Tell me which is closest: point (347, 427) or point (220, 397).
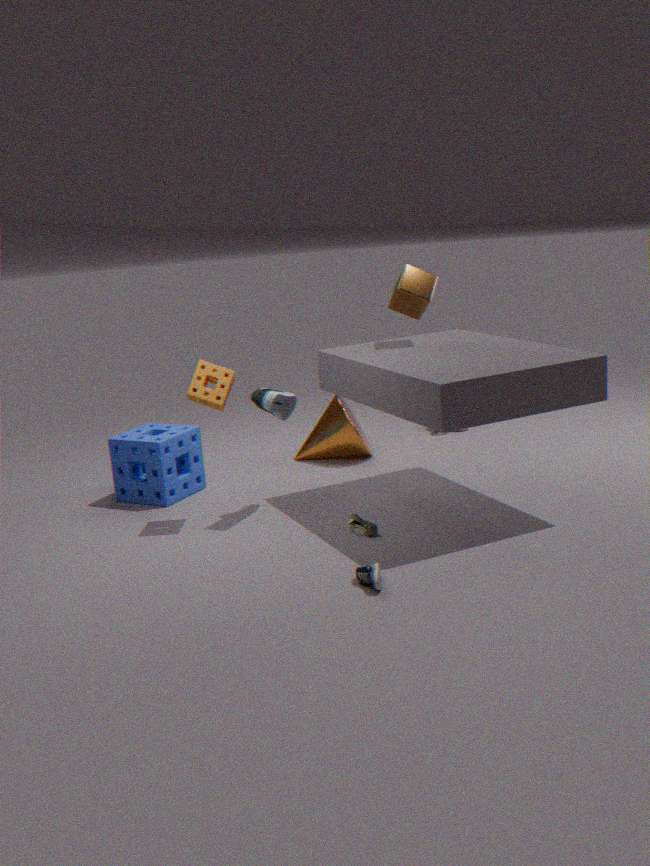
point (220, 397)
